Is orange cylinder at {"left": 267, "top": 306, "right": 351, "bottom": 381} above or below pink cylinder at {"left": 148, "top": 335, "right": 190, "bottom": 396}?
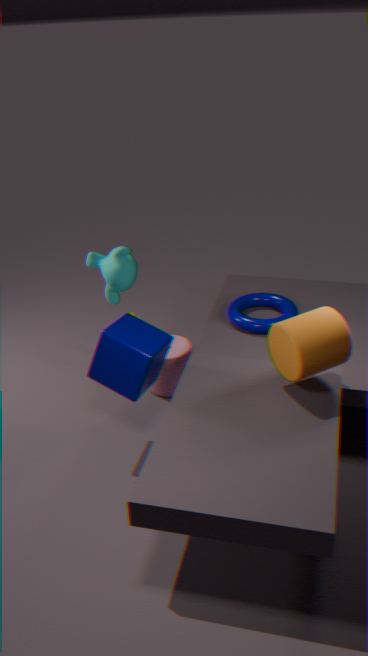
above
